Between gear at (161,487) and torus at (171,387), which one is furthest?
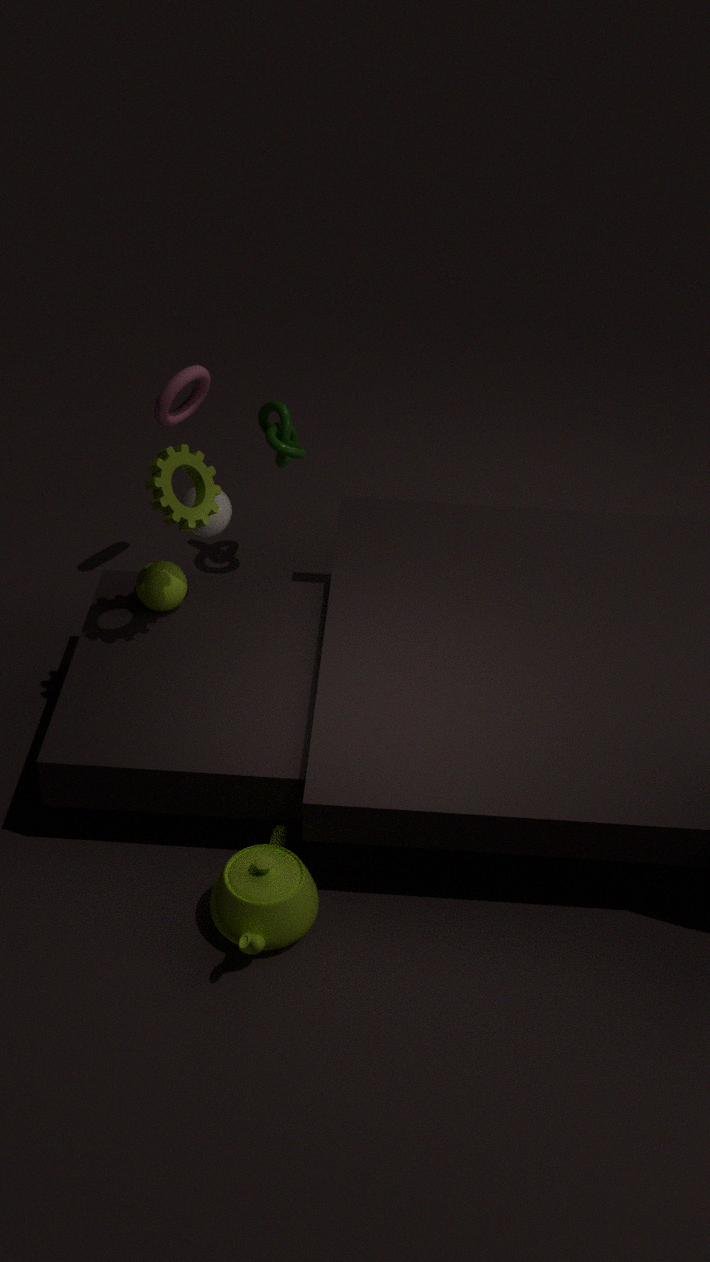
torus at (171,387)
